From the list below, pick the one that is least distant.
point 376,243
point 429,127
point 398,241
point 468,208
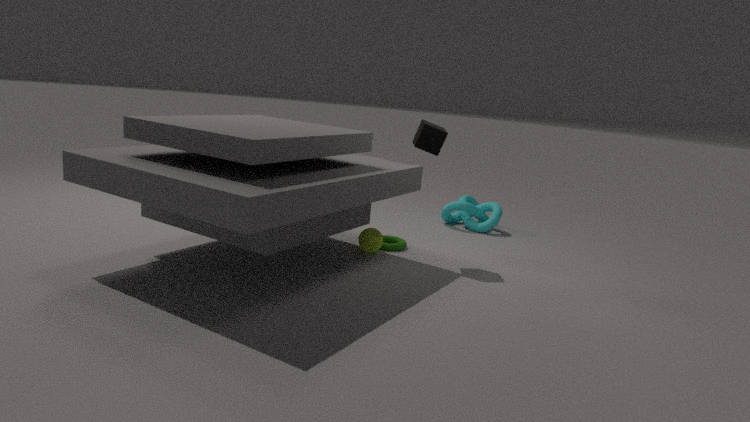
point 429,127
